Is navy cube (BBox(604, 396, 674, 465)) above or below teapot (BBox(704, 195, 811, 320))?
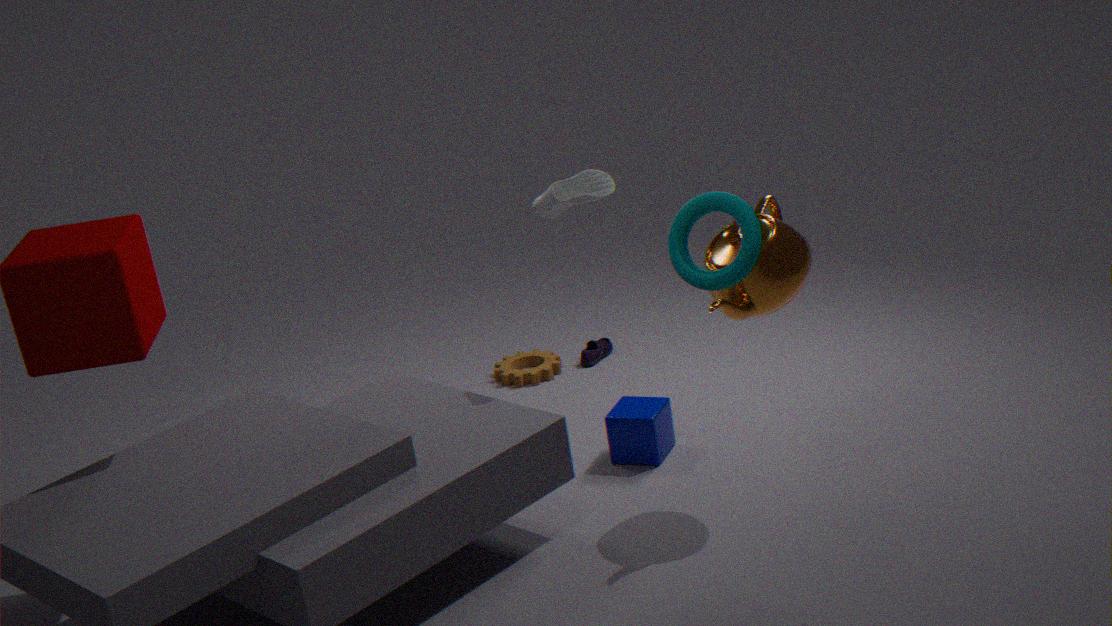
below
